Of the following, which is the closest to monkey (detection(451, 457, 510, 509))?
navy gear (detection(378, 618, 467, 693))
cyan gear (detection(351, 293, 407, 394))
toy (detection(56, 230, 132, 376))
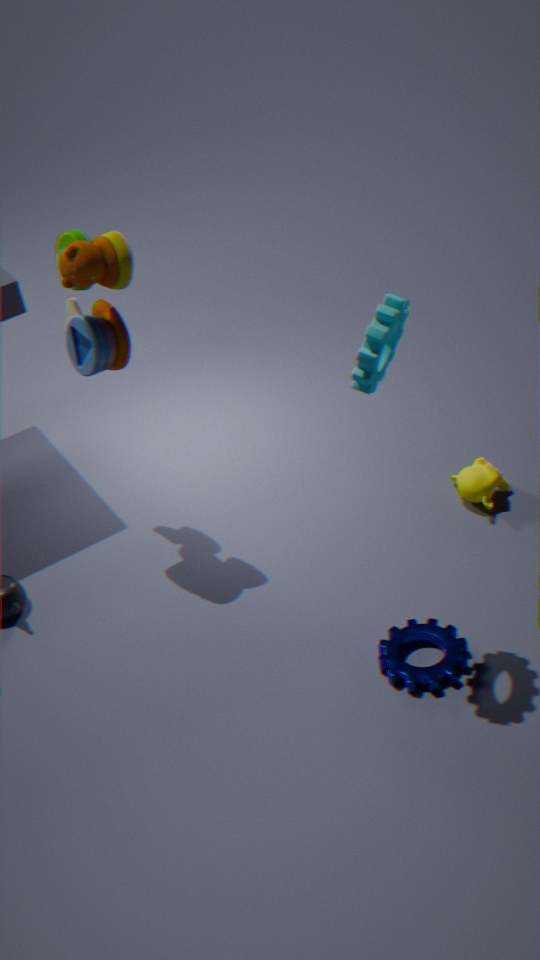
navy gear (detection(378, 618, 467, 693))
